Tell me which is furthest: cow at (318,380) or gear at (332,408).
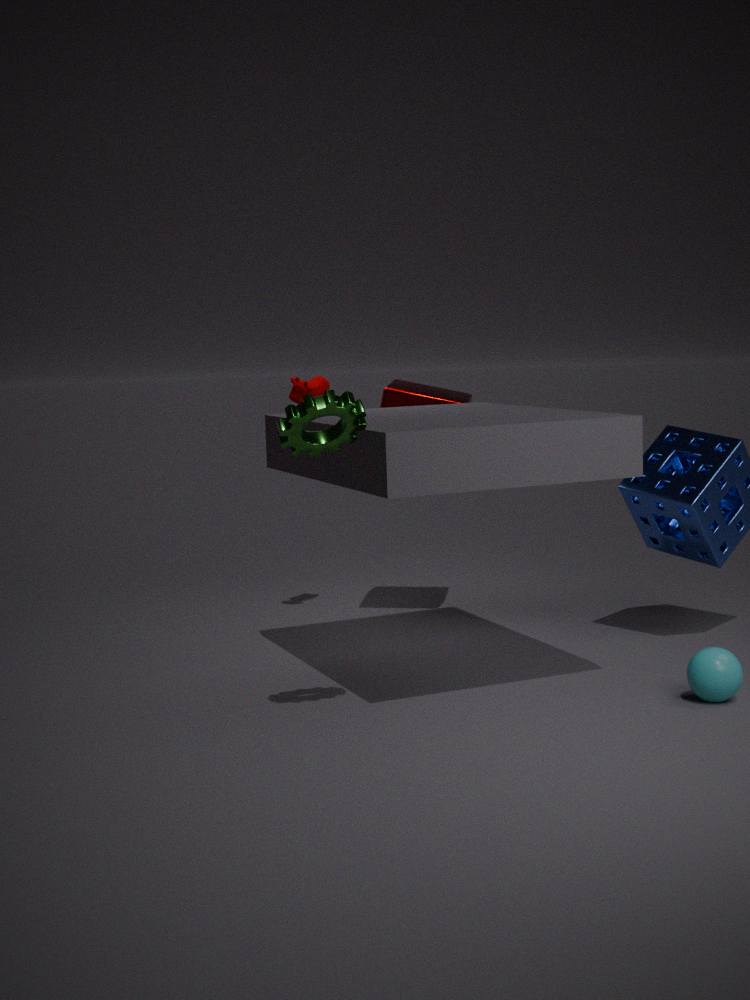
cow at (318,380)
